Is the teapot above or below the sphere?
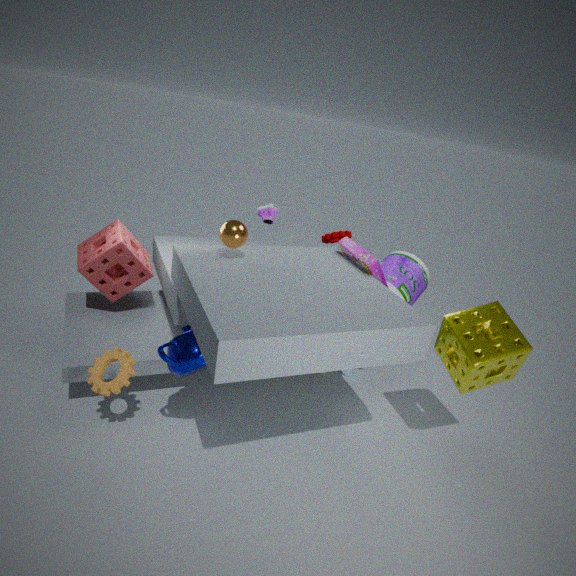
below
